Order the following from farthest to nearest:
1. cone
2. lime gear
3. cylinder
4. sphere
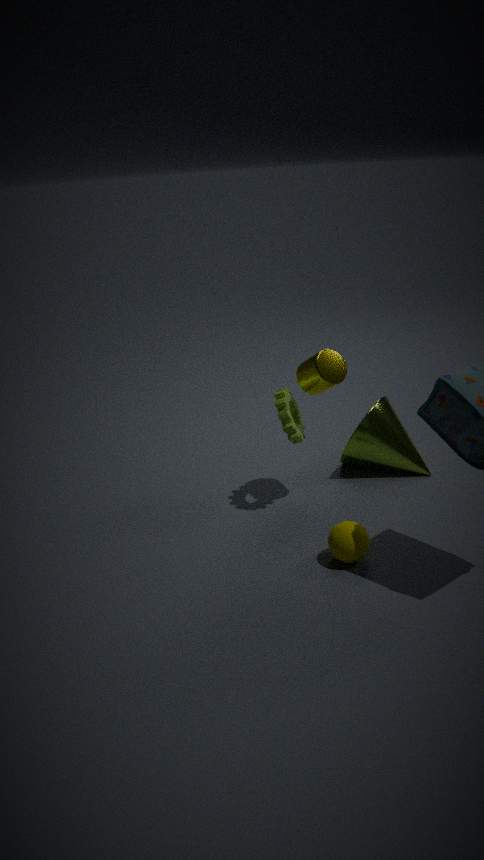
cone → lime gear → cylinder → sphere
